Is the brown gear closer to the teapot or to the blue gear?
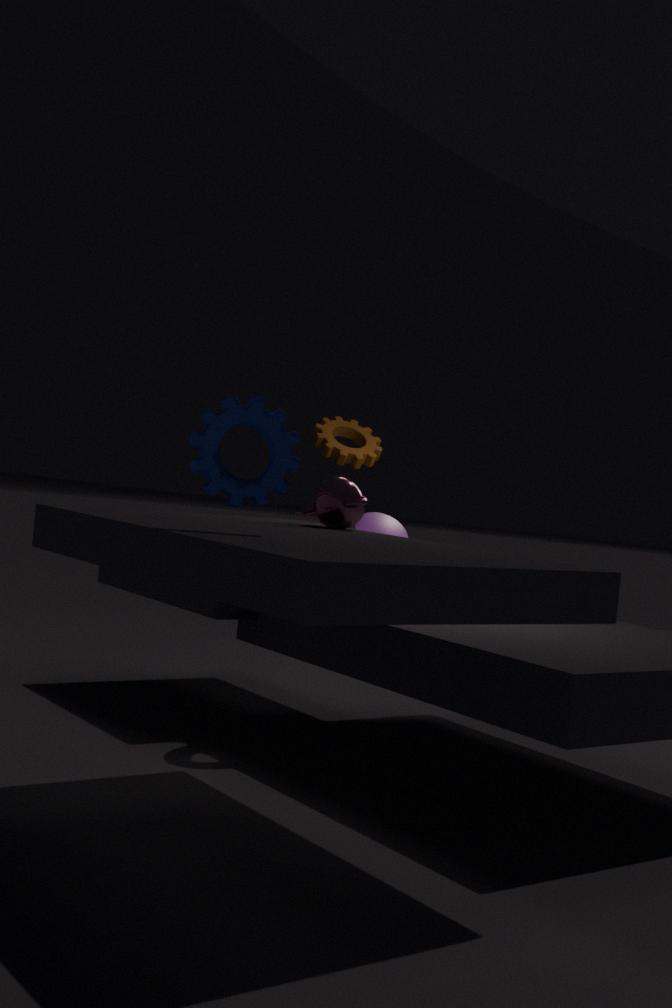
the teapot
